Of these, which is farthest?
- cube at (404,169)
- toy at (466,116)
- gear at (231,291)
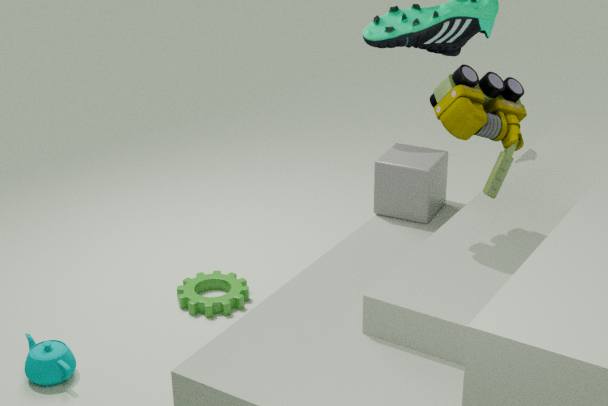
gear at (231,291)
